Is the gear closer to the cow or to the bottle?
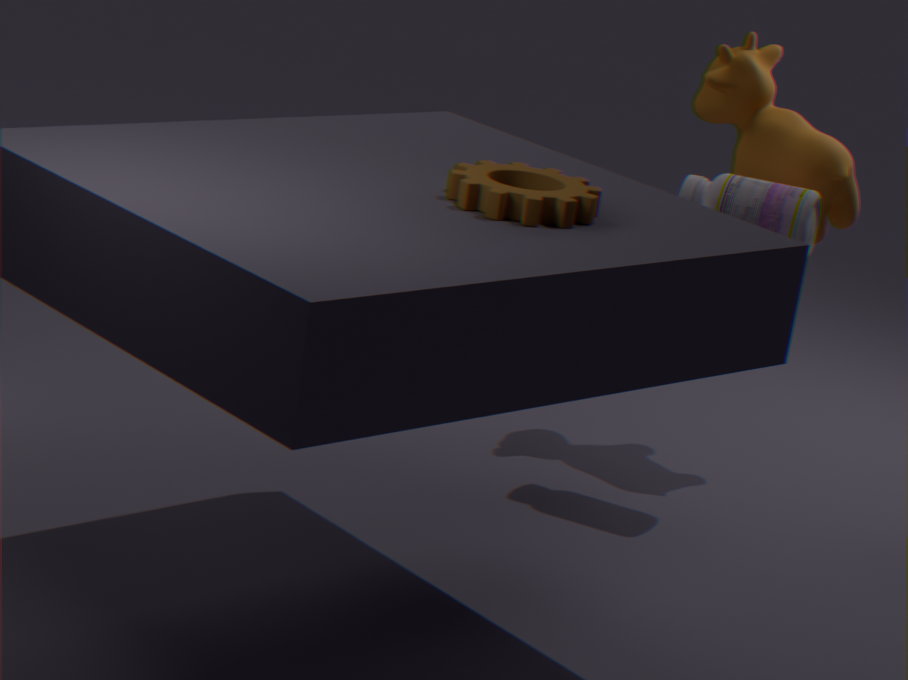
the bottle
